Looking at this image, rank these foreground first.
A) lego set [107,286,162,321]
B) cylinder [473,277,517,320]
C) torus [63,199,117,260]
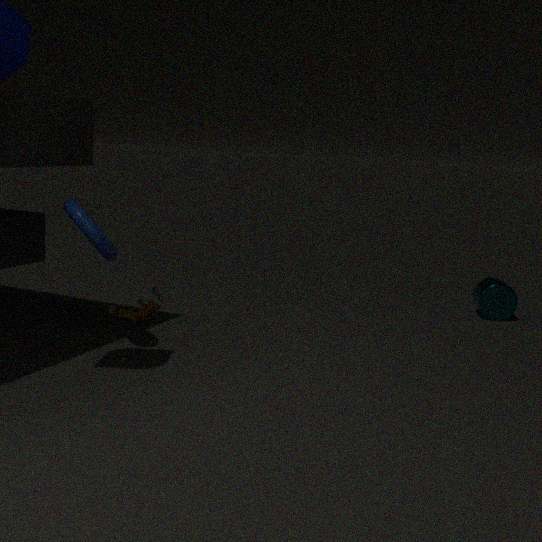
torus [63,199,117,260]
lego set [107,286,162,321]
cylinder [473,277,517,320]
